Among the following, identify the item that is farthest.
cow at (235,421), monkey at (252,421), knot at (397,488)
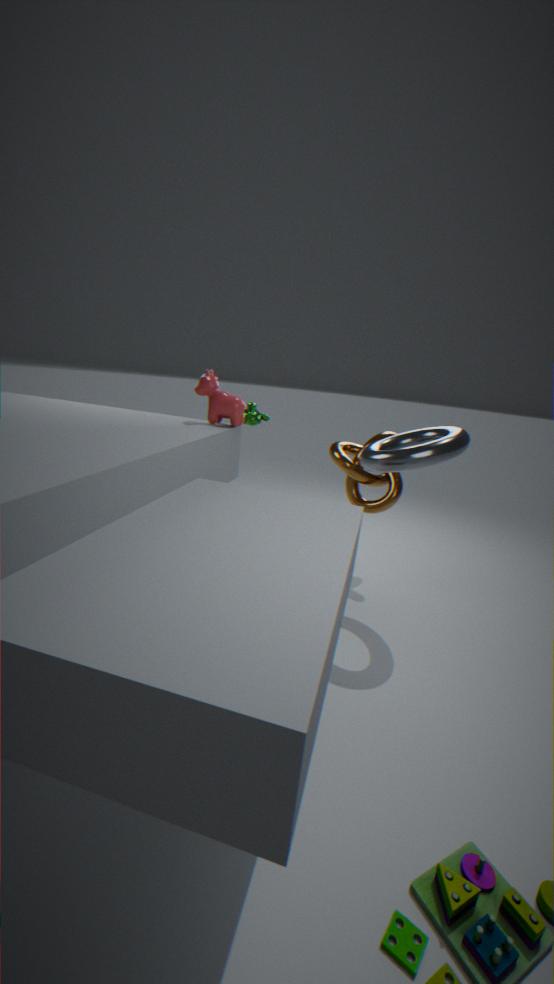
monkey at (252,421)
